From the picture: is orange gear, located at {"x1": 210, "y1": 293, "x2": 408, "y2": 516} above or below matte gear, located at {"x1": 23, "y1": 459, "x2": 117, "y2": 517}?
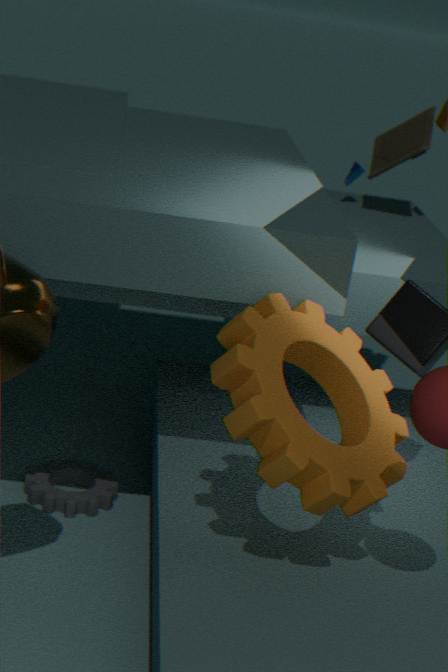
above
